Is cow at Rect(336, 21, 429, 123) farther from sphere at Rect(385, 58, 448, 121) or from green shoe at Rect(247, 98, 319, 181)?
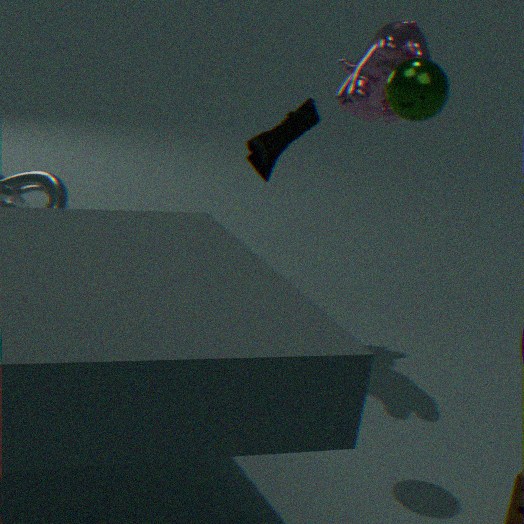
sphere at Rect(385, 58, 448, 121)
